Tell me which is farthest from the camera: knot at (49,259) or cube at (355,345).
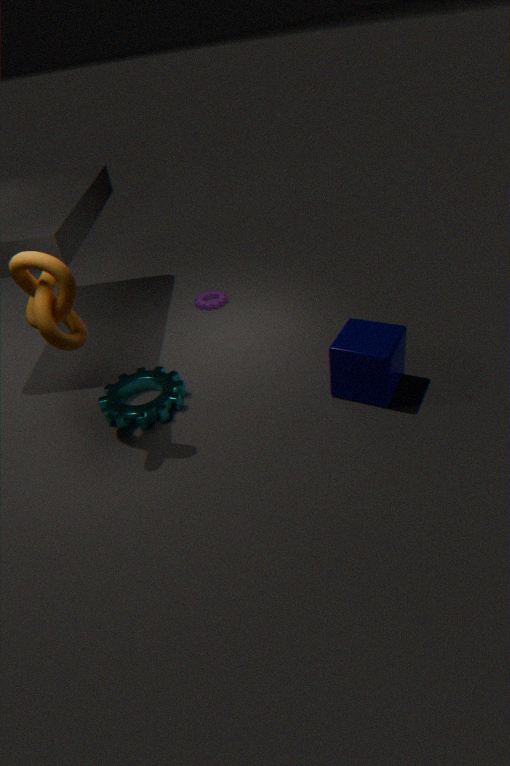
cube at (355,345)
